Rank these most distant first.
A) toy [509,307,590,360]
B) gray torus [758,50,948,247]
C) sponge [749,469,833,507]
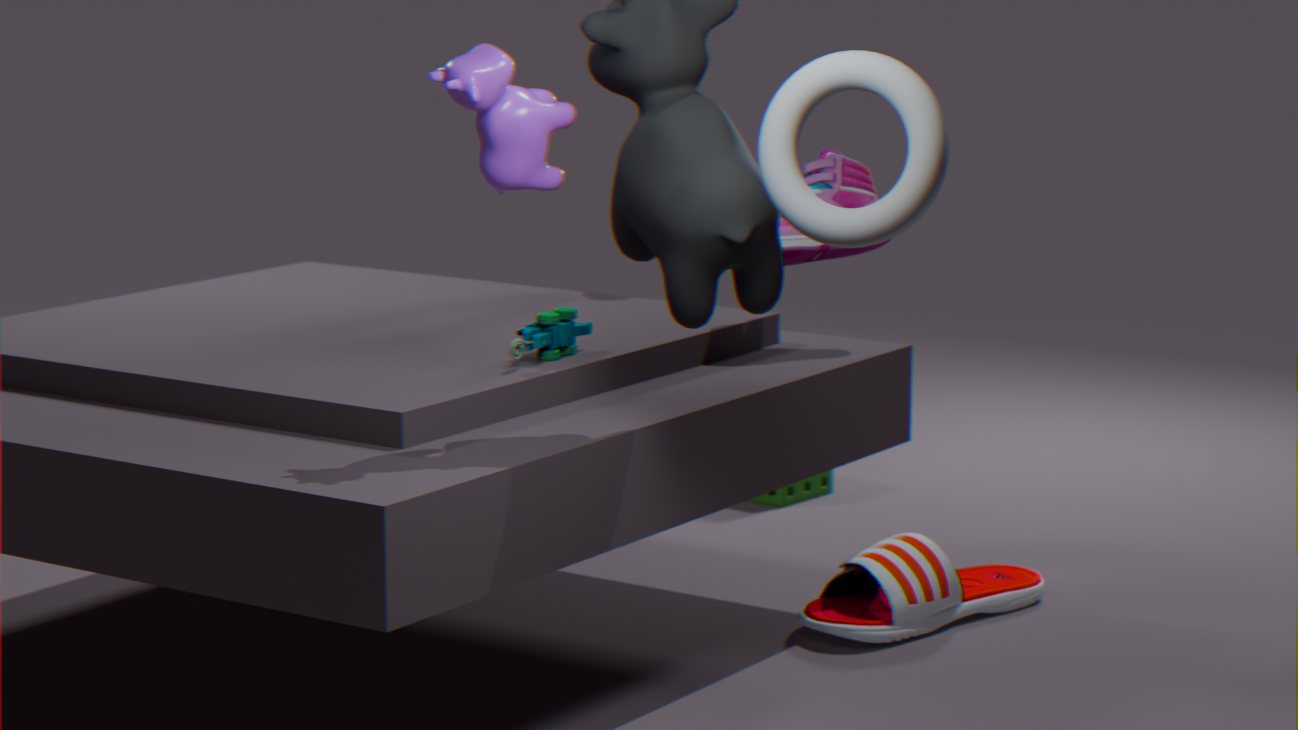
sponge [749,469,833,507] < toy [509,307,590,360] < gray torus [758,50,948,247]
